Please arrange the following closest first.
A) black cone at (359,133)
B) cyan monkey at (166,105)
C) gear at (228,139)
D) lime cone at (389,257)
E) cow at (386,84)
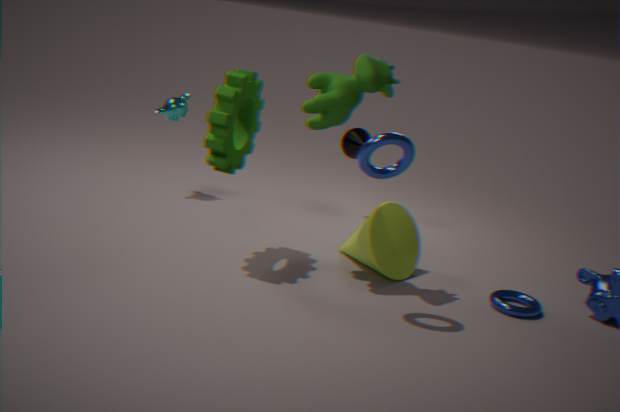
cow at (386,84) → gear at (228,139) → lime cone at (389,257) → cyan monkey at (166,105) → black cone at (359,133)
